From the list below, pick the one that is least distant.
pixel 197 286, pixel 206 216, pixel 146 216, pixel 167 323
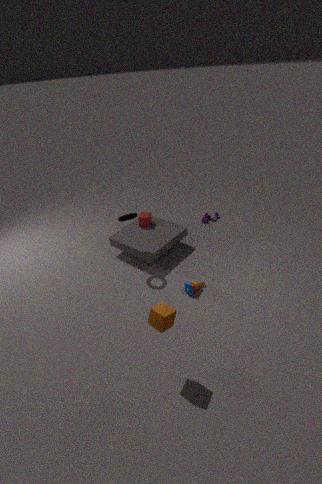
pixel 167 323
